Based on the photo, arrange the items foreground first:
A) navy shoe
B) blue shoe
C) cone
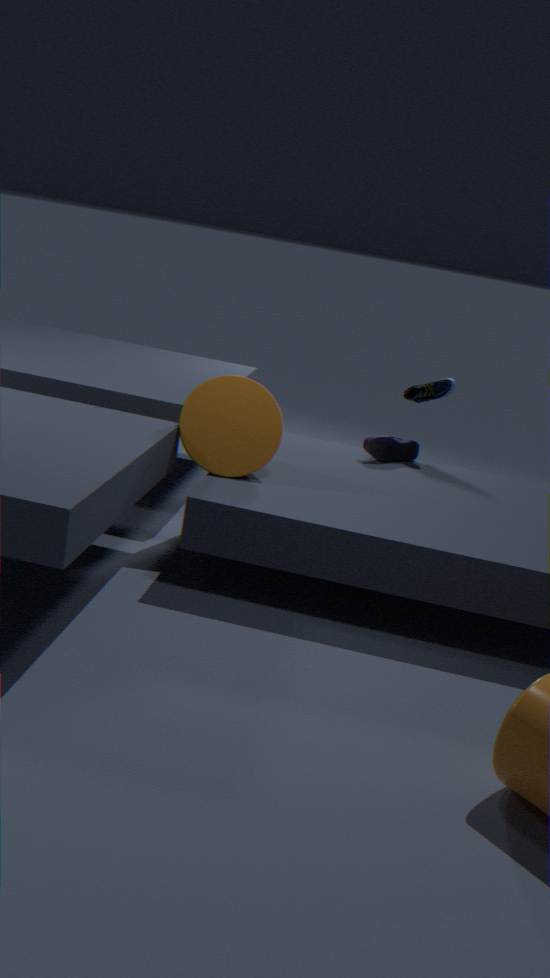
cone < navy shoe < blue shoe
